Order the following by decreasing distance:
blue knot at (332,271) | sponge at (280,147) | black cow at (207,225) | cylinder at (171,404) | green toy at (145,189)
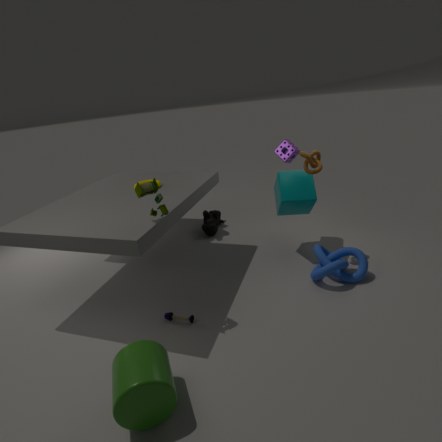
black cow at (207,225) < sponge at (280,147) < blue knot at (332,271) < green toy at (145,189) < cylinder at (171,404)
